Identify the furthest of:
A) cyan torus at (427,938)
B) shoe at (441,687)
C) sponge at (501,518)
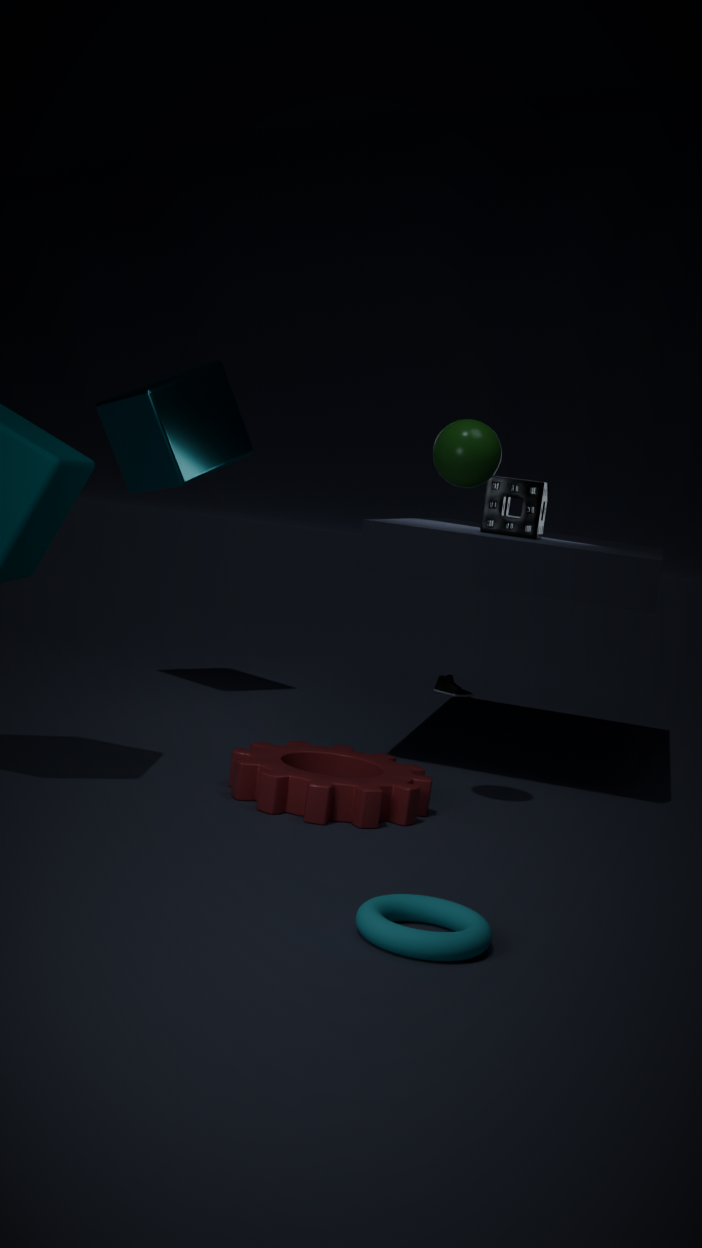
shoe at (441,687)
